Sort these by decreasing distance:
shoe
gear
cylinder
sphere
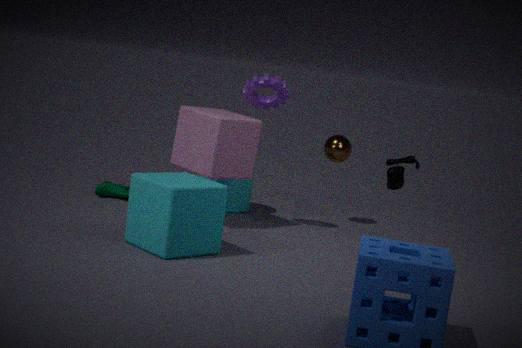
sphere, cylinder, shoe, gear
